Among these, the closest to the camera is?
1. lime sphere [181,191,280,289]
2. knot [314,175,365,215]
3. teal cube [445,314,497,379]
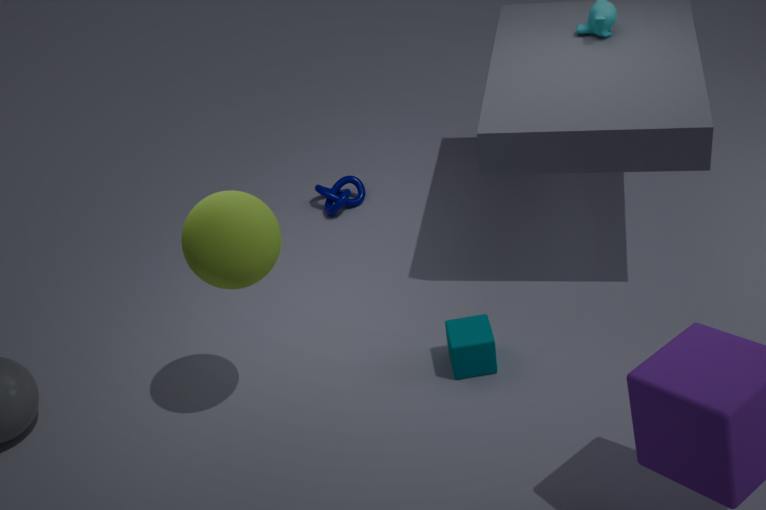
lime sphere [181,191,280,289]
